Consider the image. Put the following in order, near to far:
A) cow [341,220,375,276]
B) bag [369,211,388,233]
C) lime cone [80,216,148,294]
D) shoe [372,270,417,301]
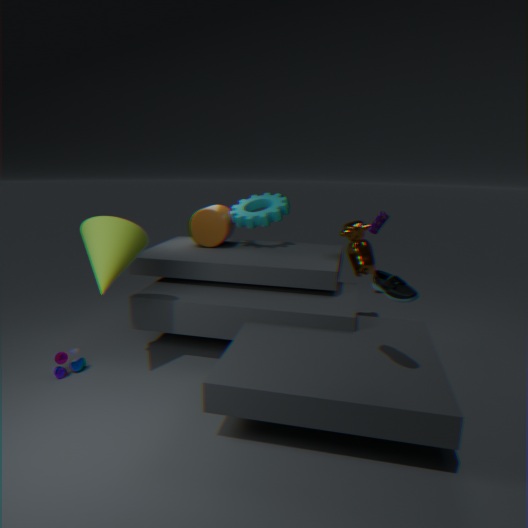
1. shoe [372,270,417,301]
2. lime cone [80,216,148,294]
3. cow [341,220,375,276]
4. bag [369,211,388,233]
